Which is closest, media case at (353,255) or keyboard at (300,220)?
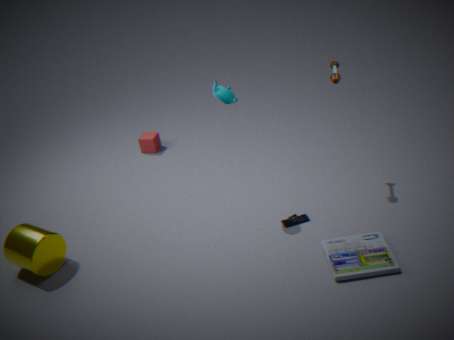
media case at (353,255)
